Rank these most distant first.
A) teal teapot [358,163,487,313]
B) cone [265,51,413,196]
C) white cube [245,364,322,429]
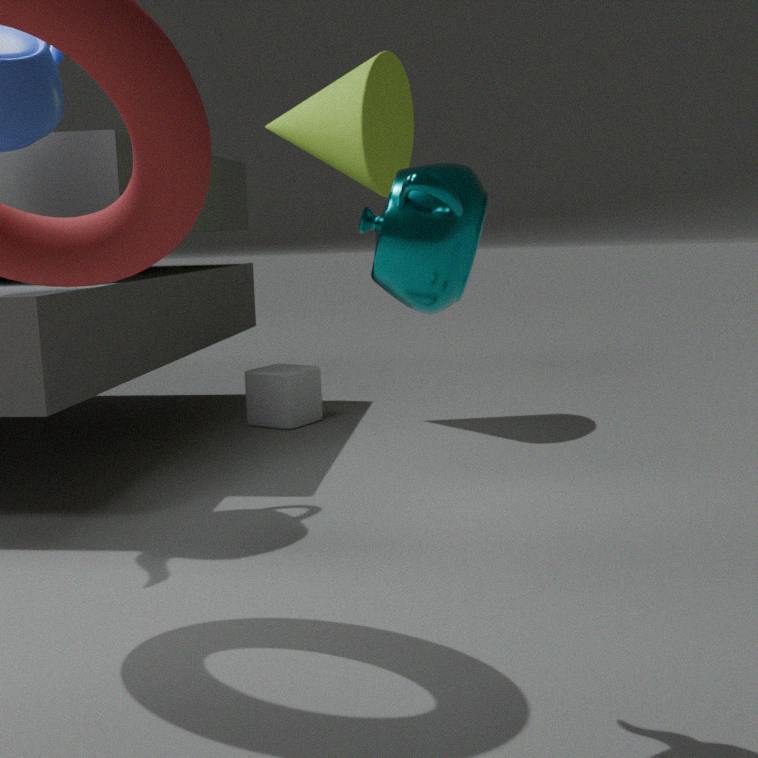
white cube [245,364,322,429]
cone [265,51,413,196]
teal teapot [358,163,487,313]
